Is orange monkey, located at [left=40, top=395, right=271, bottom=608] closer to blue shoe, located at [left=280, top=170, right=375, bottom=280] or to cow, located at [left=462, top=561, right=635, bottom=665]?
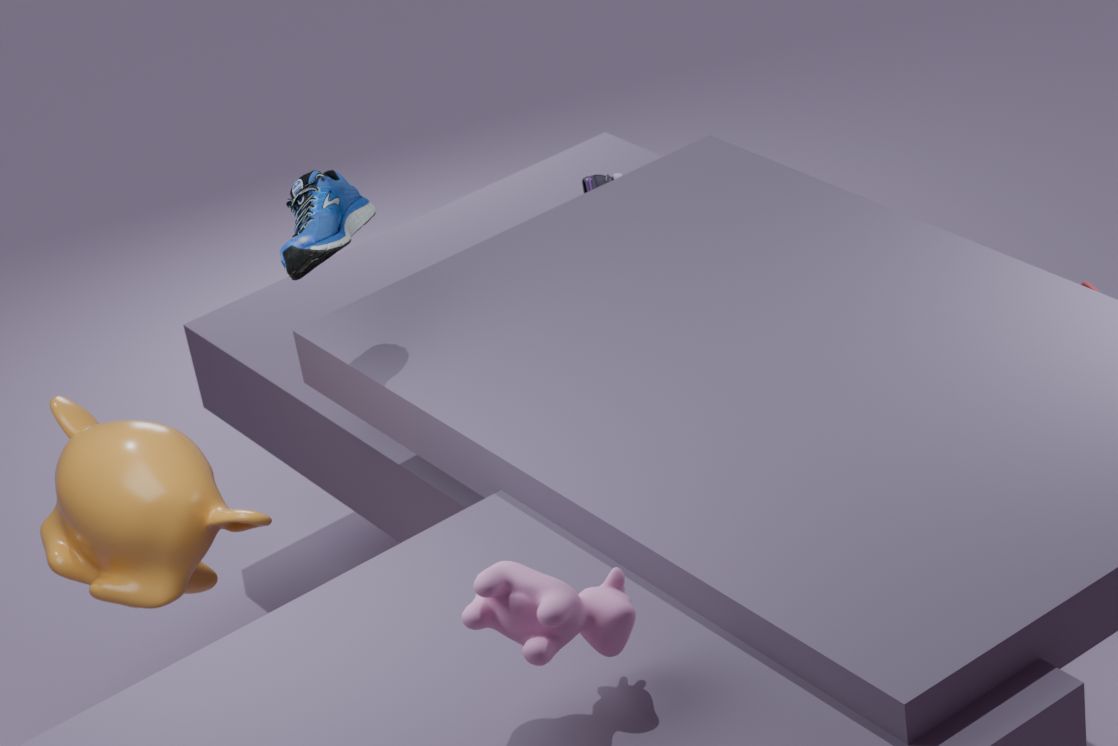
blue shoe, located at [left=280, top=170, right=375, bottom=280]
